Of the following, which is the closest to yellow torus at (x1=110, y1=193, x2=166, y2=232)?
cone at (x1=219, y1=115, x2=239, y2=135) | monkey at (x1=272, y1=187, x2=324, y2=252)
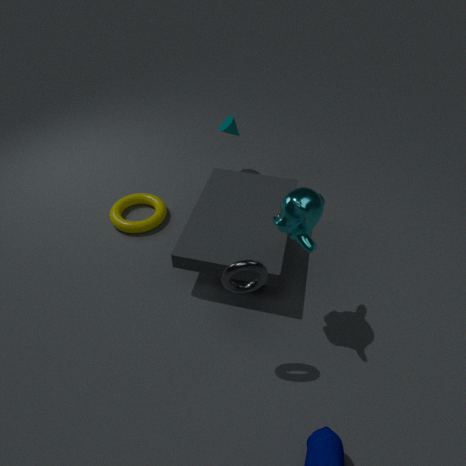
cone at (x1=219, y1=115, x2=239, y2=135)
